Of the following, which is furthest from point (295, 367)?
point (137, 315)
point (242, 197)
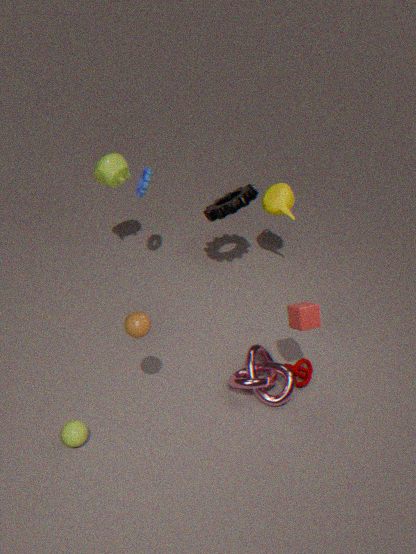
point (242, 197)
